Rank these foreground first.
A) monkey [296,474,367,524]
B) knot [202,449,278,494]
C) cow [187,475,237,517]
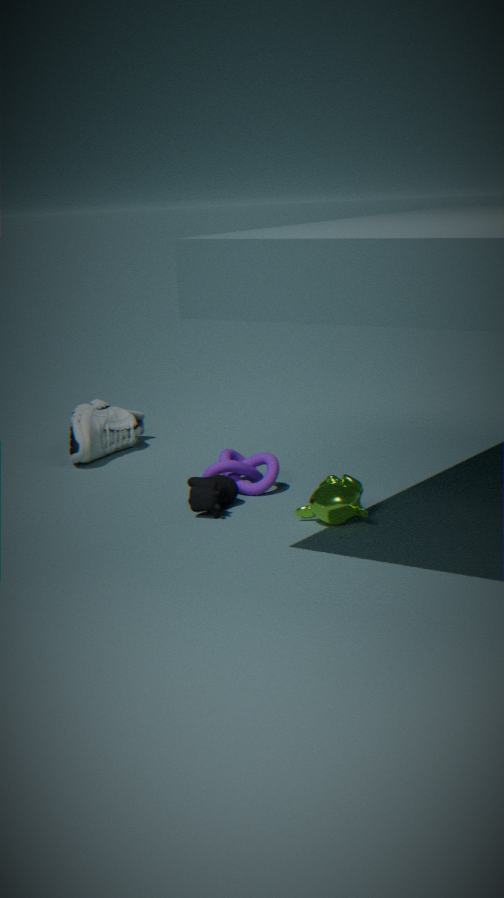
1. monkey [296,474,367,524]
2. cow [187,475,237,517]
3. knot [202,449,278,494]
